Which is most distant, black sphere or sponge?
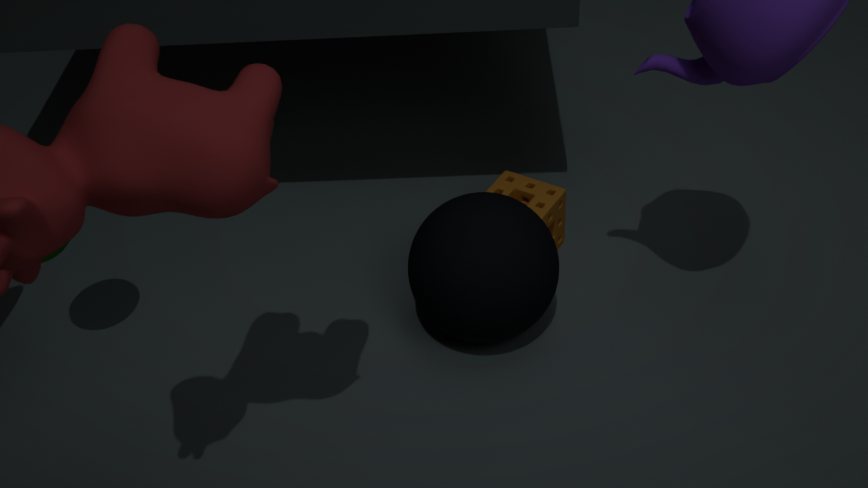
sponge
